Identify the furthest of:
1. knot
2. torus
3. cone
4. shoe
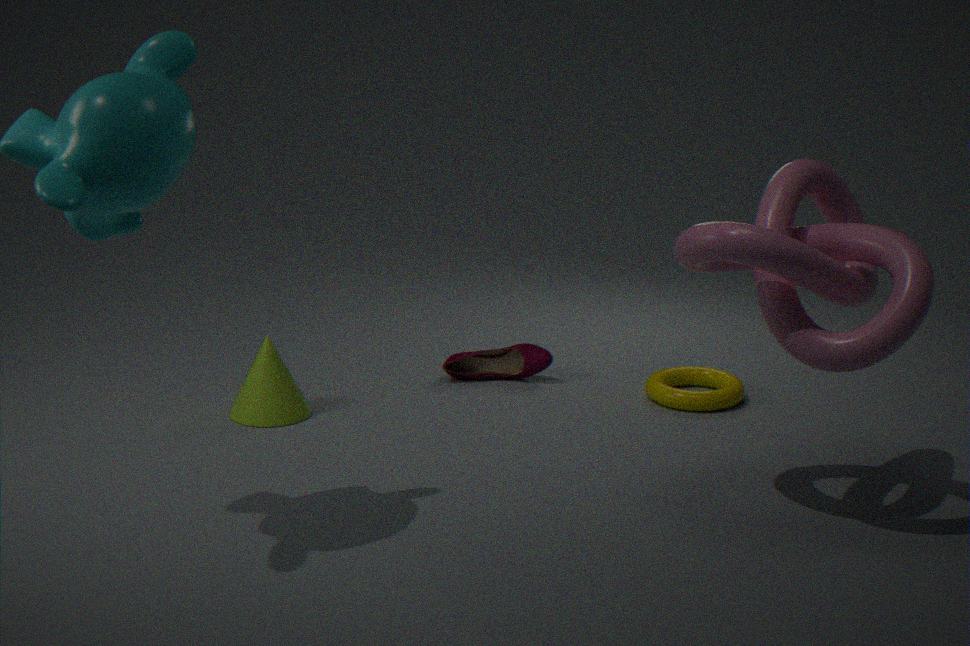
shoe
